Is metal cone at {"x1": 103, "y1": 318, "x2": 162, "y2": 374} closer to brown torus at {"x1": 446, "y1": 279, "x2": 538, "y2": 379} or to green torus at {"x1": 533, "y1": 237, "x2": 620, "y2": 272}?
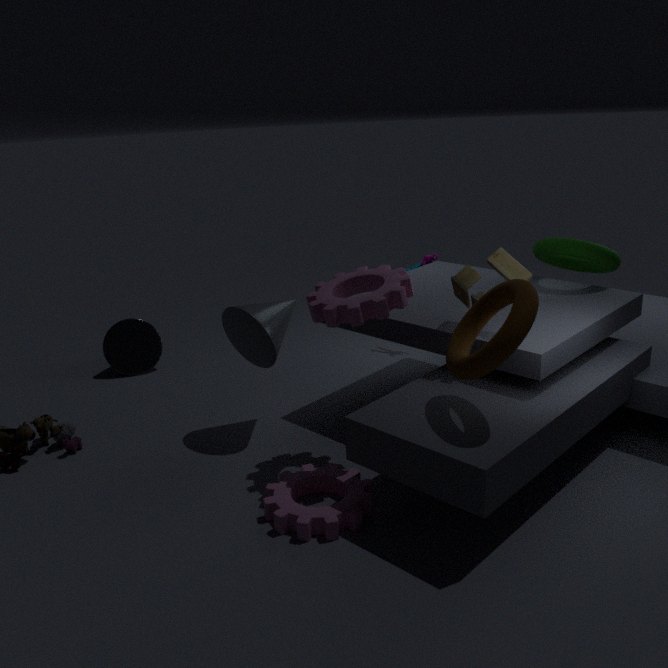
brown torus at {"x1": 446, "y1": 279, "x2": 538, "y2": 379}
